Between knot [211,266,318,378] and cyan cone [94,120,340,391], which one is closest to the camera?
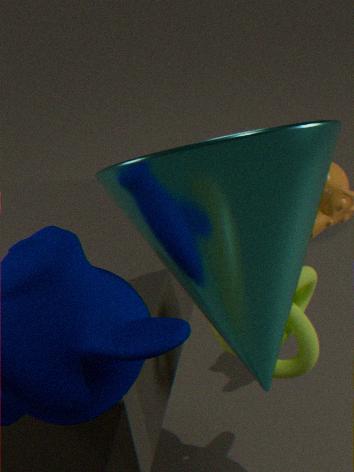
cyan cone [94,120,340,391]
